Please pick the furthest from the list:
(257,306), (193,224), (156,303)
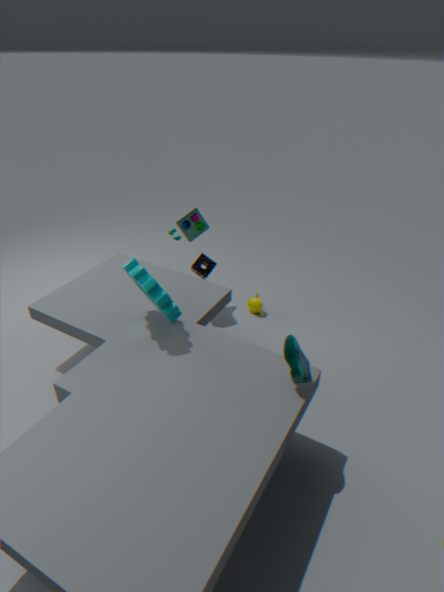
(257,306)
